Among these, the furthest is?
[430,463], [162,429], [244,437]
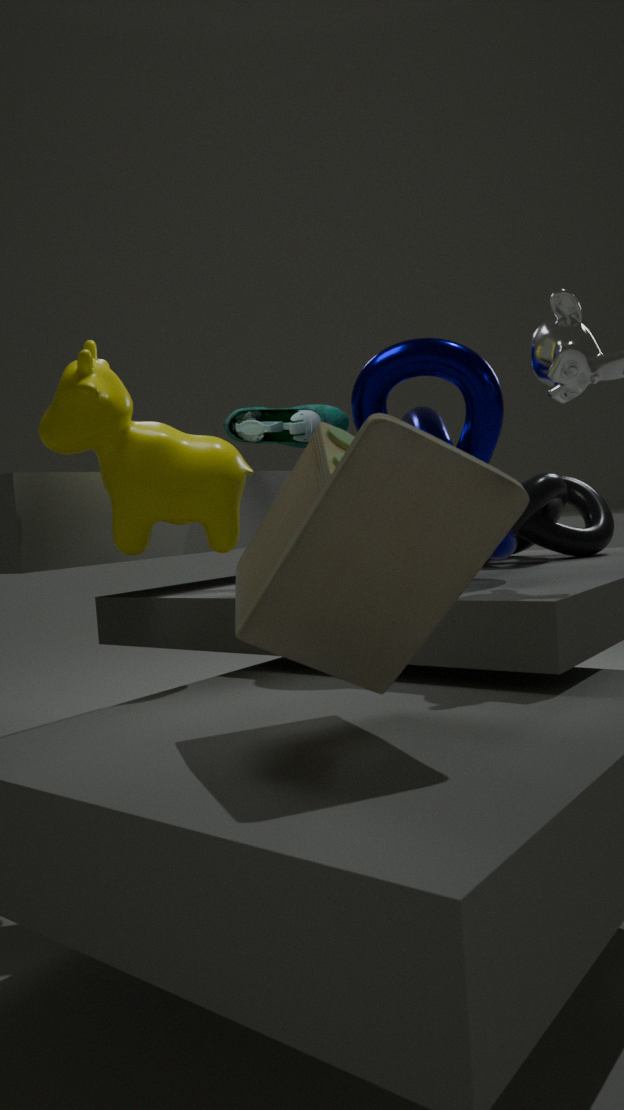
[244,437]
